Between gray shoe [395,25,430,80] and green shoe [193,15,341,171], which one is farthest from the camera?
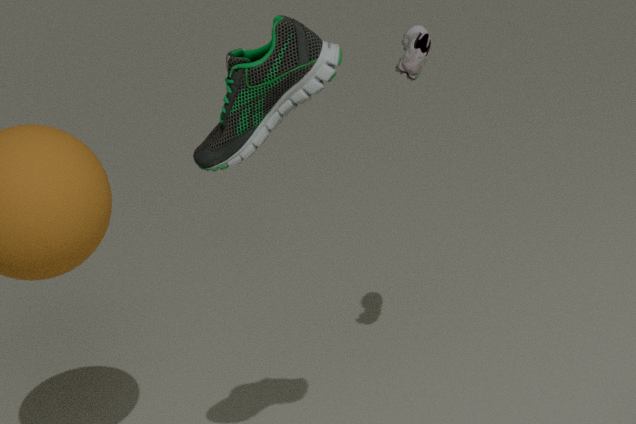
gray shoe [395,25,430,80]
